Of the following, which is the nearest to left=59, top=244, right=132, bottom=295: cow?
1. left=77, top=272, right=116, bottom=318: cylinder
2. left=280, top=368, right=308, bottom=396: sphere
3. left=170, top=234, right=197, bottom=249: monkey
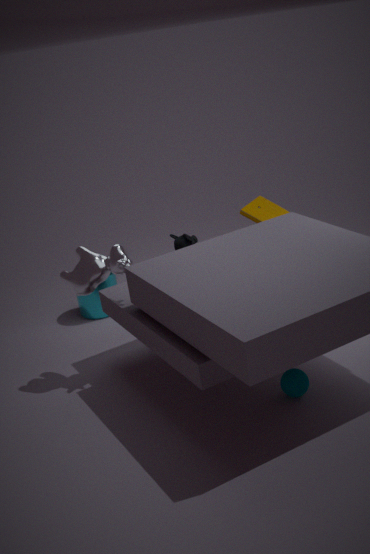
left=170, top=234, right=197, bottom=249: monkey
